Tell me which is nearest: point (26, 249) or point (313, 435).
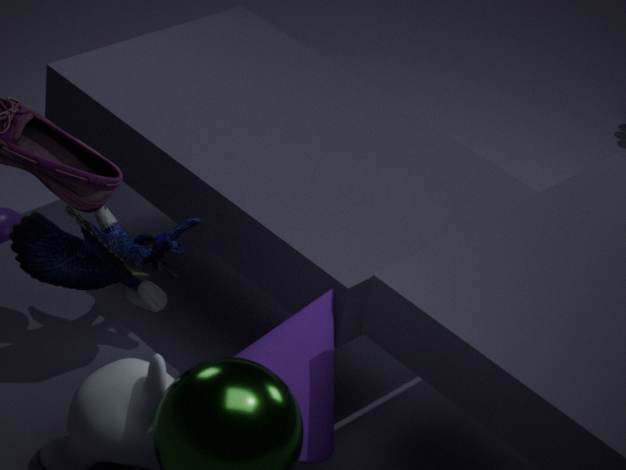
point (313, 435)
